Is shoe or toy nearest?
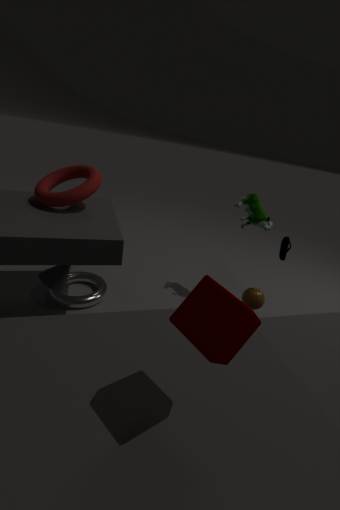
shoe
